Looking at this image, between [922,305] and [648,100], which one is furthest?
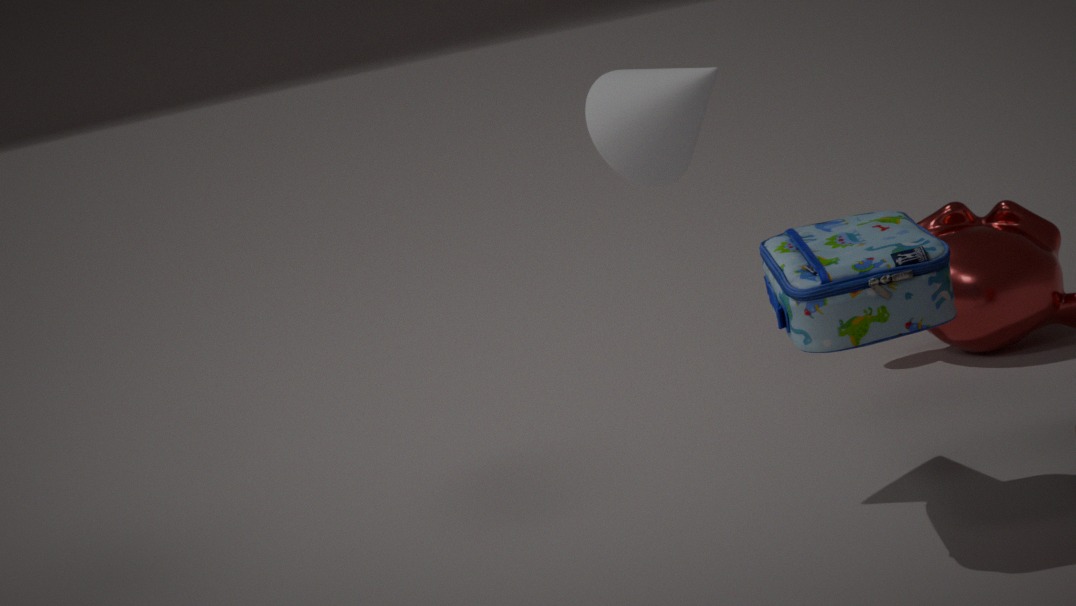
[648,100]
